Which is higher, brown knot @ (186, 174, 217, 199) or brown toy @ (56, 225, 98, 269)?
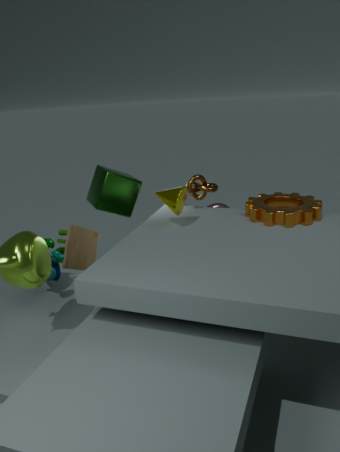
brown knot @ (186, 174, 217, 199)
